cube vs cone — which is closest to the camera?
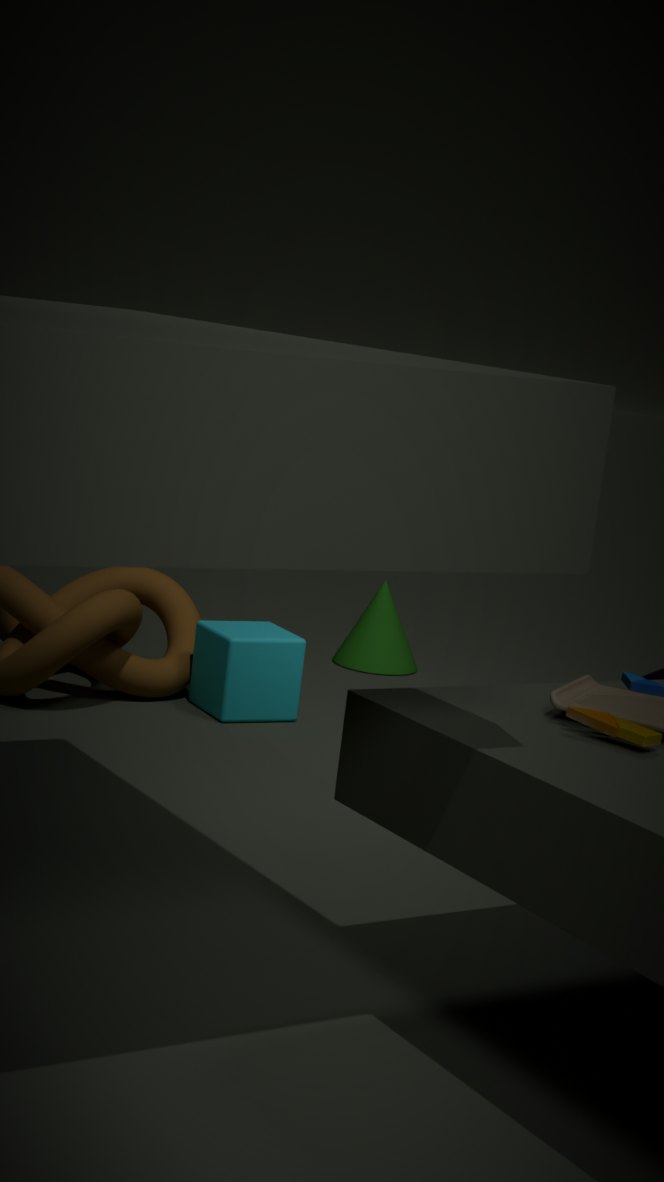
cube
